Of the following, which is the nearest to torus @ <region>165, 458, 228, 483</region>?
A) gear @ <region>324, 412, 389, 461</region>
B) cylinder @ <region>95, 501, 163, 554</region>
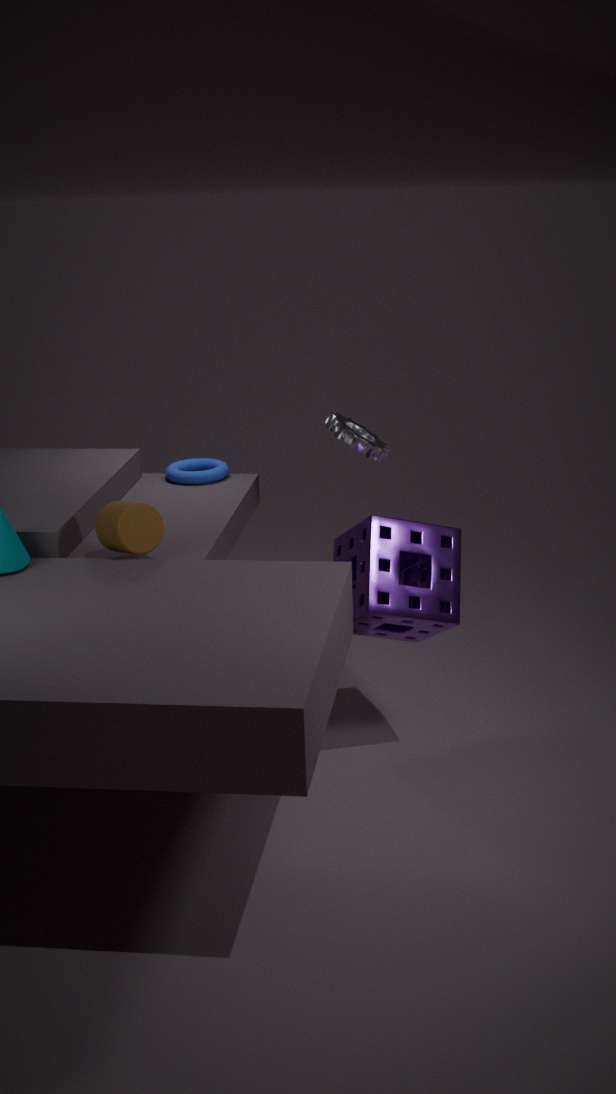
gear @ <region>324, 412, 389, 461</region>
